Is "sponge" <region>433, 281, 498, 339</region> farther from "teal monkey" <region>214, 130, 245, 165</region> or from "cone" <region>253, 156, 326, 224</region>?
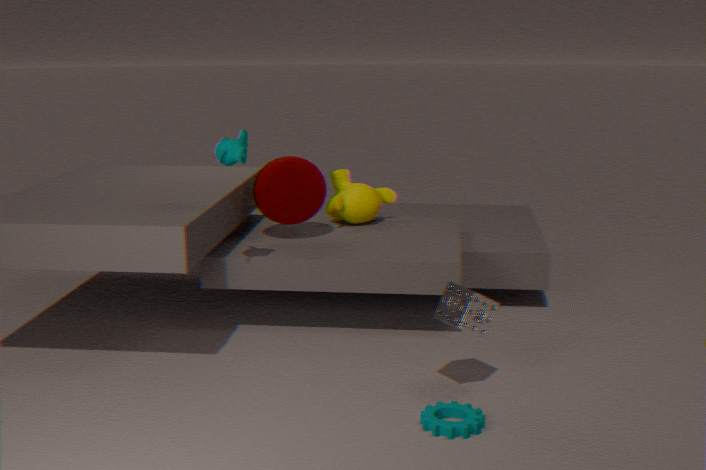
"cone" <region>253, 156, 326, 224</region>
